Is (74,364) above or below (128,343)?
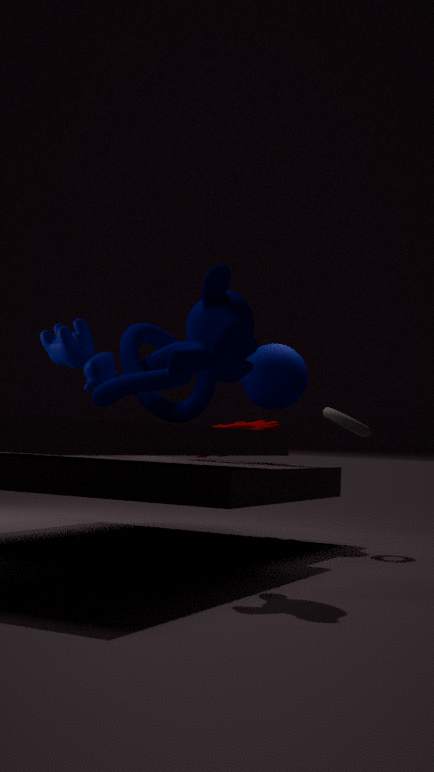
above
